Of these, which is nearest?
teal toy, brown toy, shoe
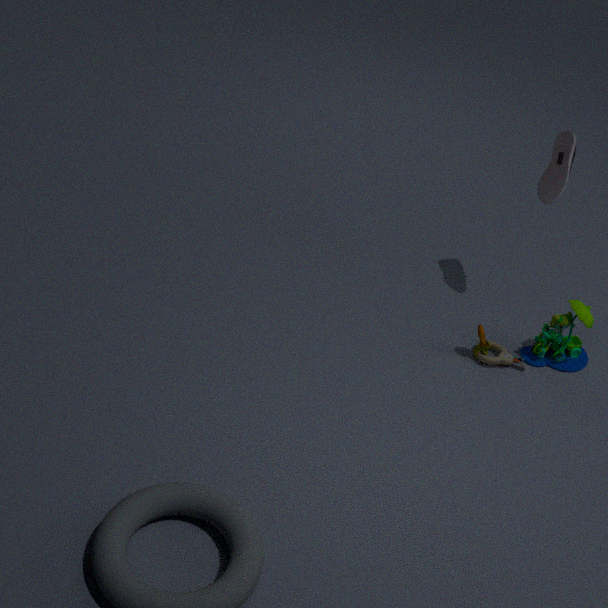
teal toy
